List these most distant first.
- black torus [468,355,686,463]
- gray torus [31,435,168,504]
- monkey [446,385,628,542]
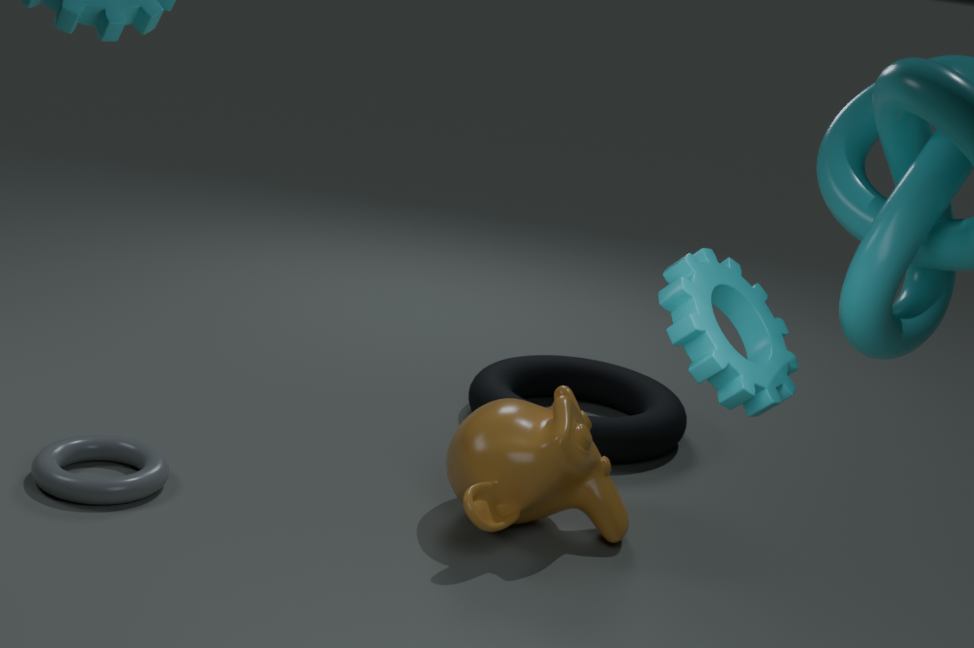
black torus [468,355,686,463] < gray torus [31,435,168,504] < monkey [446,385,628,542]
